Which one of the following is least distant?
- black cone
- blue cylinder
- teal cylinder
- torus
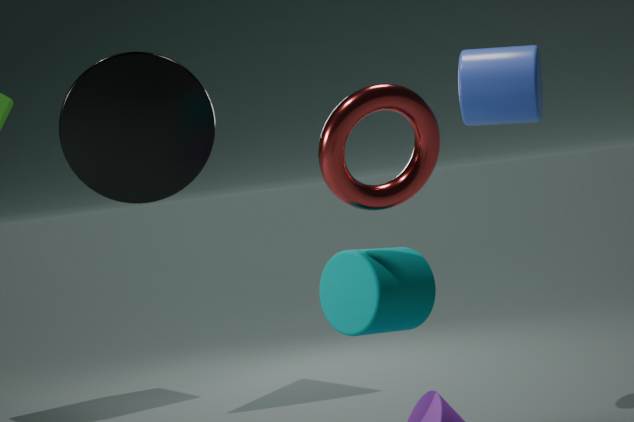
torus
